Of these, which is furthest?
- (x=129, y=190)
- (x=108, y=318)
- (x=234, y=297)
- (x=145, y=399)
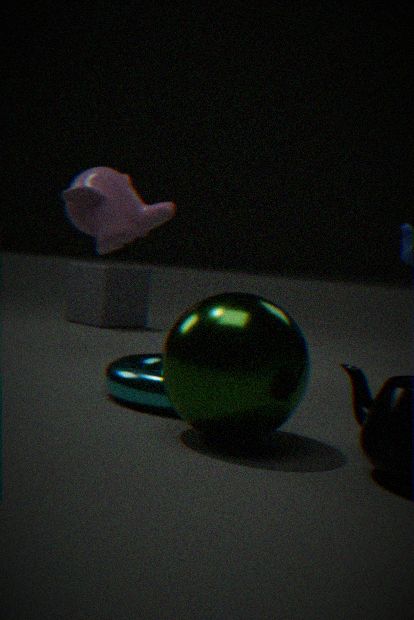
(x=108, y=318)
